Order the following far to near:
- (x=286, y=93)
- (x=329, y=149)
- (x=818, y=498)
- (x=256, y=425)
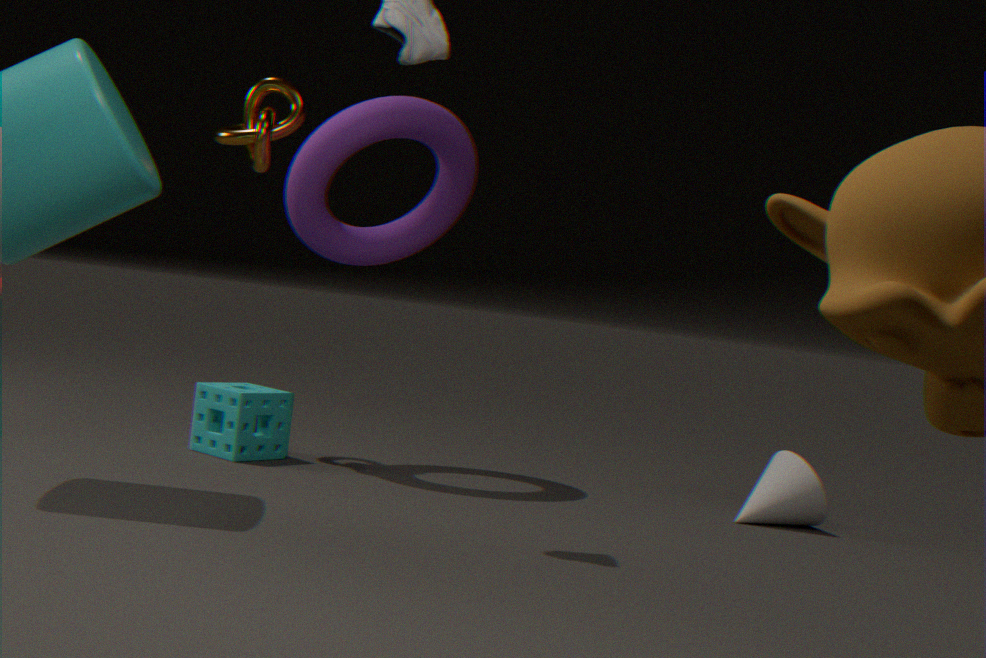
(x=256, y=425) < (x=286, y=93) < (x=818, y=498) < (x=329, y=149)
